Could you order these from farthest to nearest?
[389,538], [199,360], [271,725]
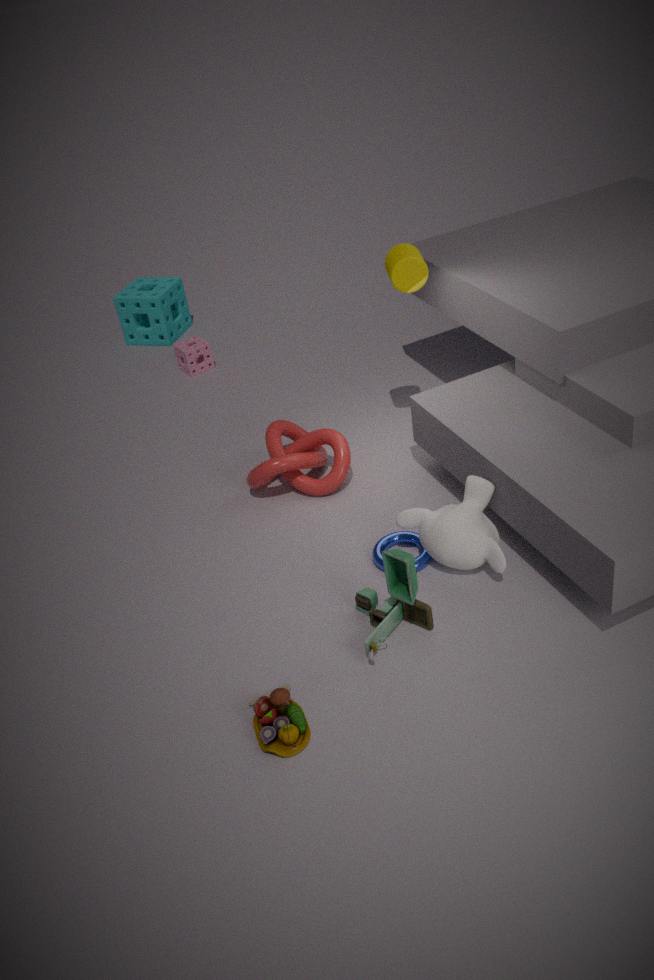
[199,360] < [389,538] < [271,725]
